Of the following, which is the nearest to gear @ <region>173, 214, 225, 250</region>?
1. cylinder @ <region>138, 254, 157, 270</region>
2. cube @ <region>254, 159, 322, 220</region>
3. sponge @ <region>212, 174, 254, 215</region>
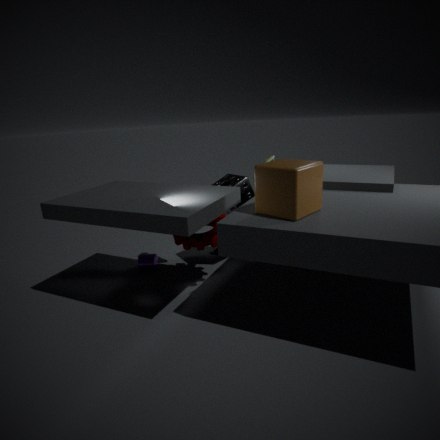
sponge @ <region>212, 174, 254, 215</region>
